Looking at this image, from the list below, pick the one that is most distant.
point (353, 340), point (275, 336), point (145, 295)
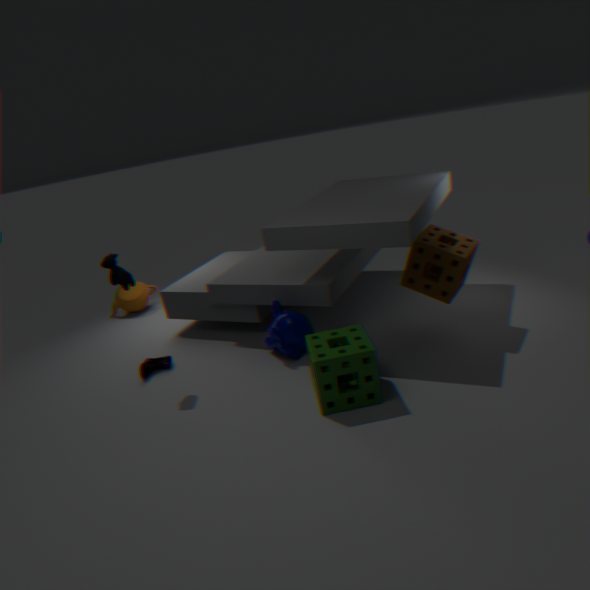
point (145, 295)
